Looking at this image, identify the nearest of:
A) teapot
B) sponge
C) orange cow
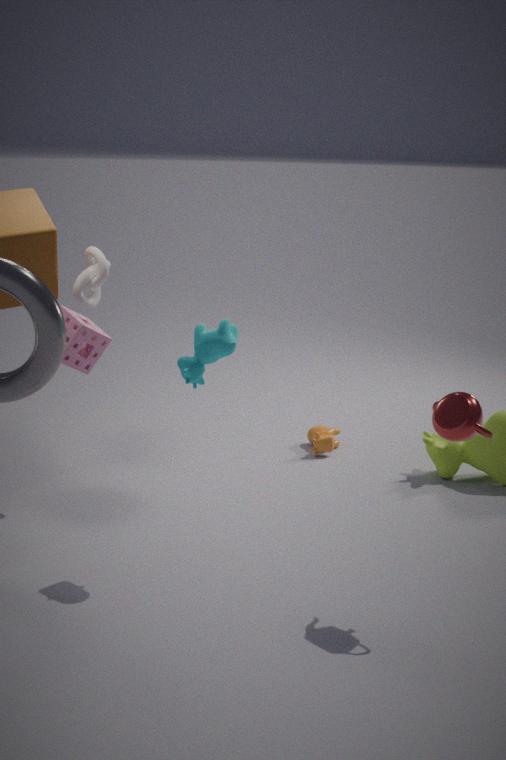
teapot
